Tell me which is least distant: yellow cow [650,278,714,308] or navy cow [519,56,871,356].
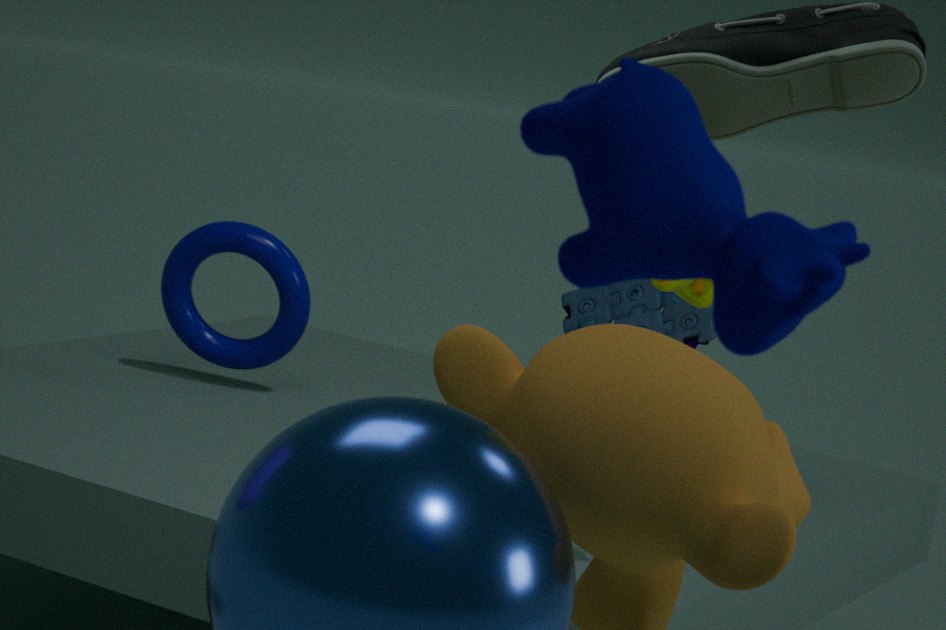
navy cow [519,56,871,356]
